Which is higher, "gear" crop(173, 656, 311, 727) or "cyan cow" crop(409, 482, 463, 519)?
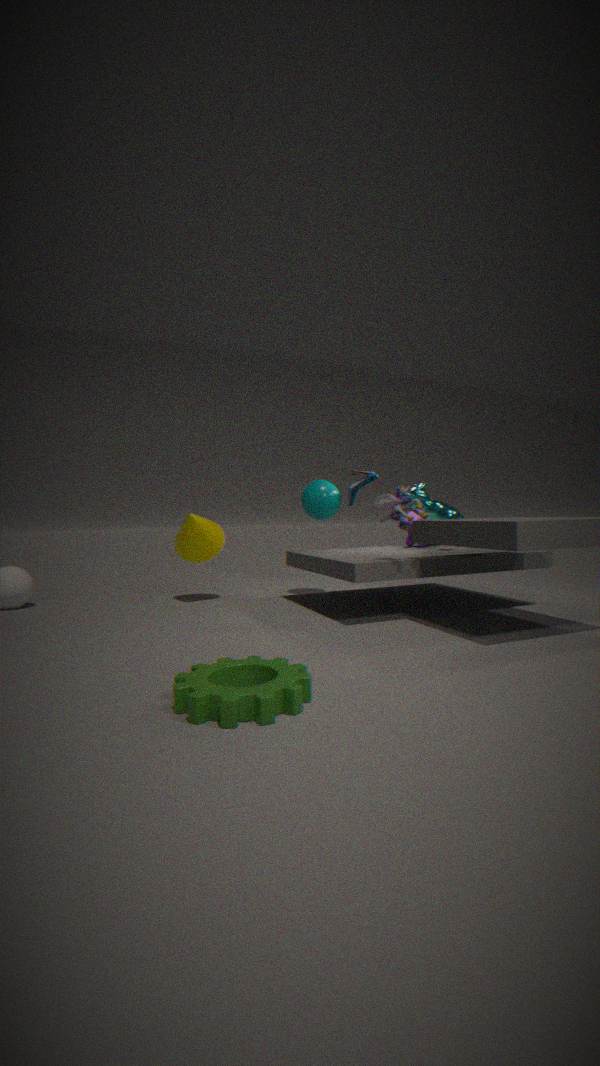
"cyan cow" crop(409, 482, 463, 519)
